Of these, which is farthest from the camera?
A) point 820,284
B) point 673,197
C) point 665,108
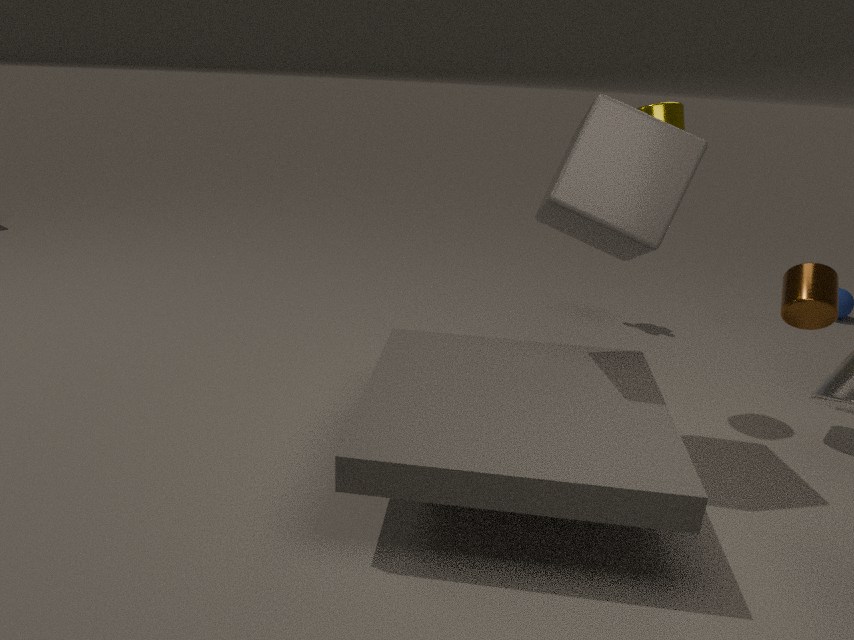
point 820,284
